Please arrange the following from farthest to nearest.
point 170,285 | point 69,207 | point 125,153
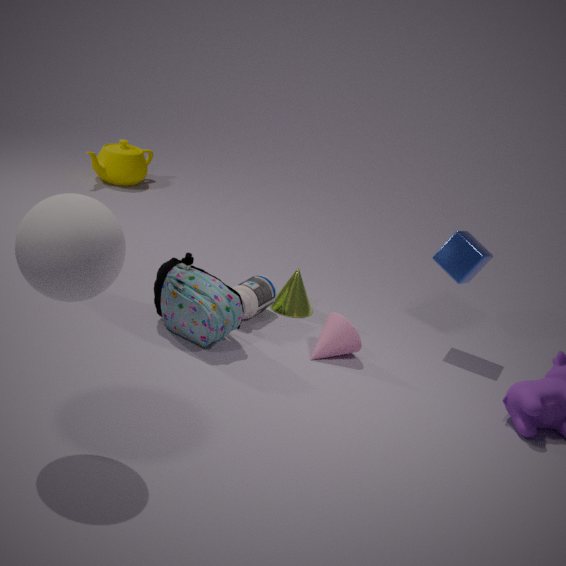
point 125,153, point 170,285, point 69,207
